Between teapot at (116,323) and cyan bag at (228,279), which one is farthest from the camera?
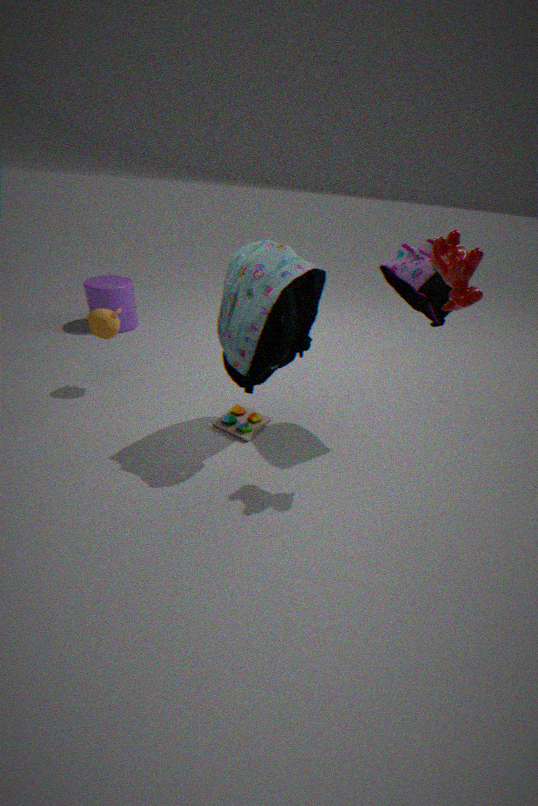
teapot at (116,323)
